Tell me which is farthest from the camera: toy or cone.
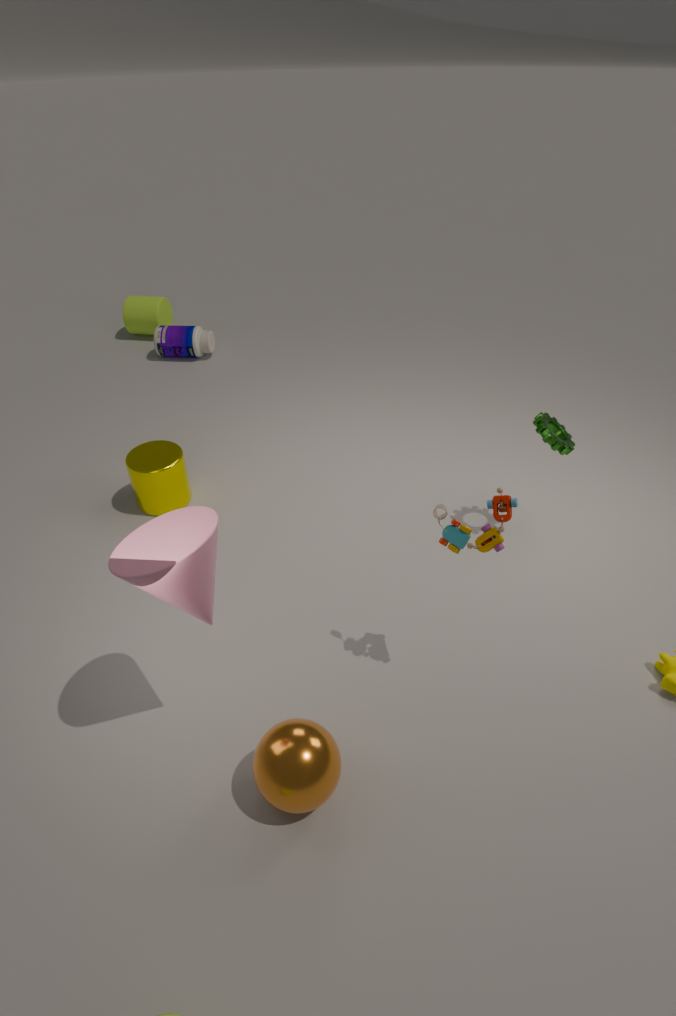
toy
